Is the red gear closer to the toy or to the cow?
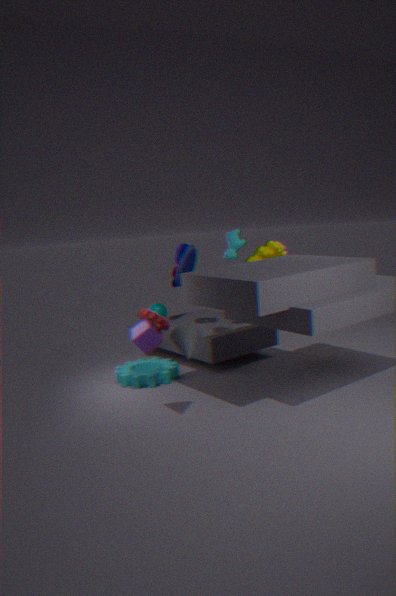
the cow
